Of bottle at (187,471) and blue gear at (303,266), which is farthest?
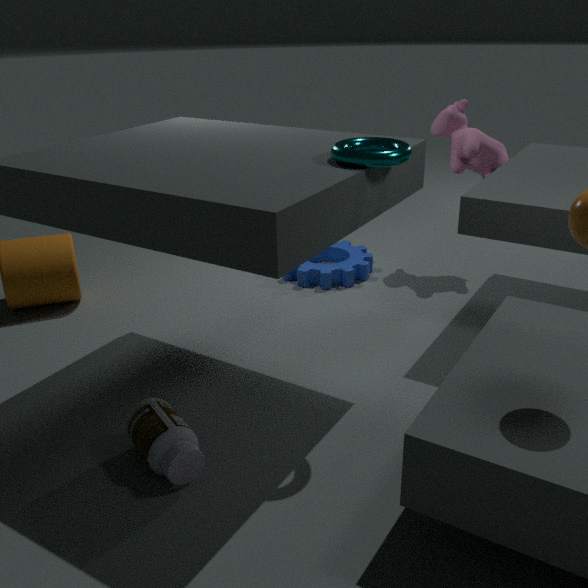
blue gear at (303,266)
